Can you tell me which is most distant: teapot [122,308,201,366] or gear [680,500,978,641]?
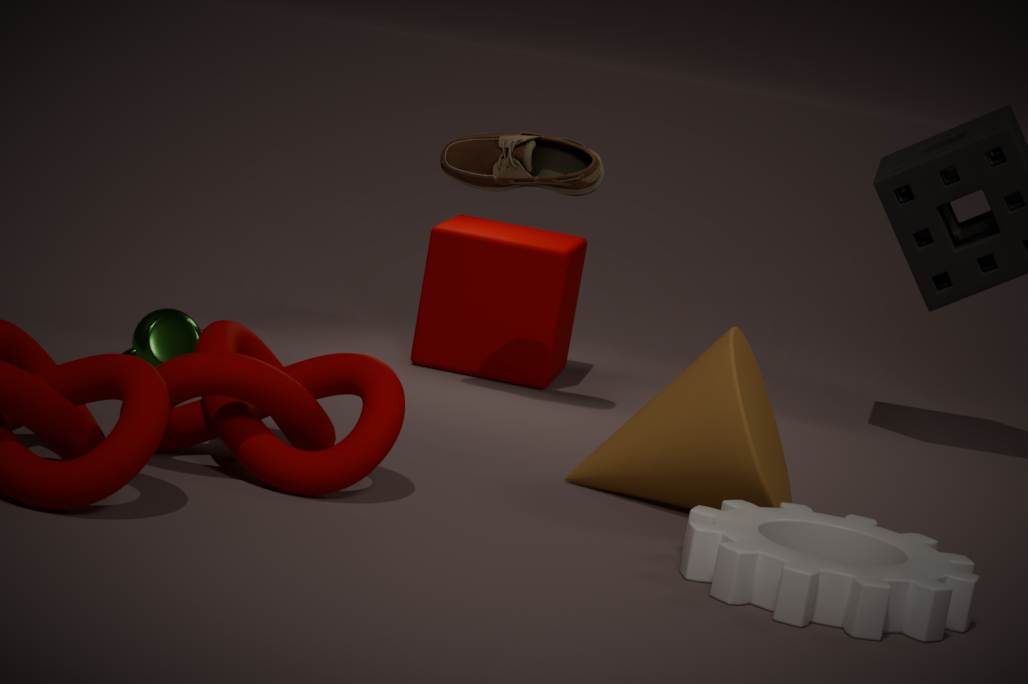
teapot [122,308,201,366]
